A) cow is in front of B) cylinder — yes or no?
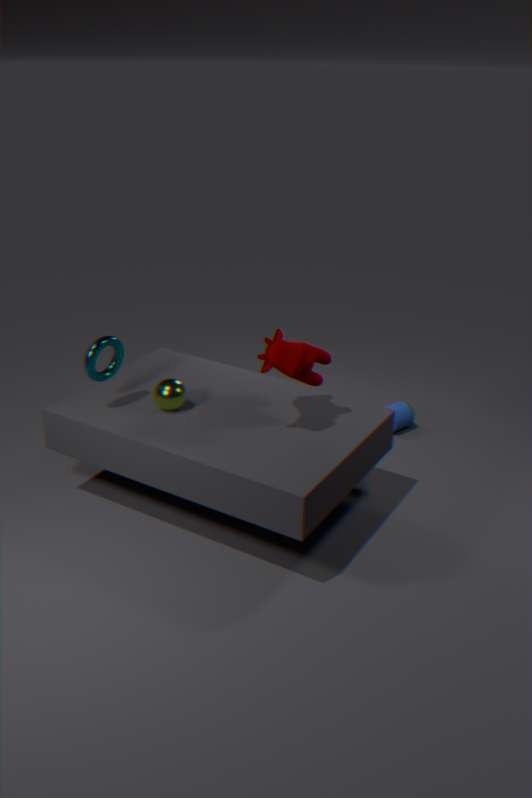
Yes
